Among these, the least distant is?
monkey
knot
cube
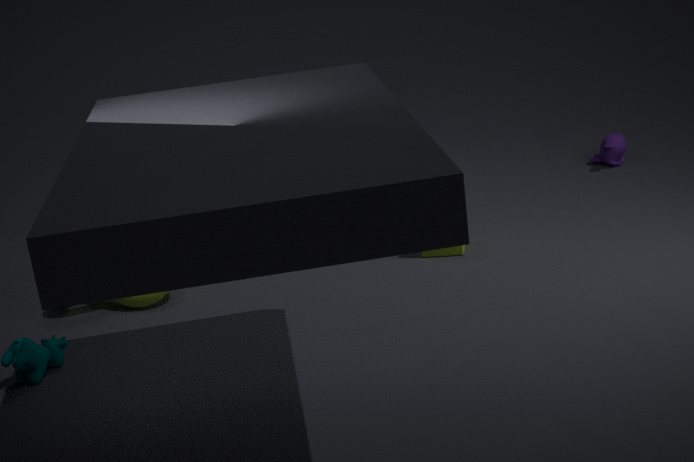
knot
